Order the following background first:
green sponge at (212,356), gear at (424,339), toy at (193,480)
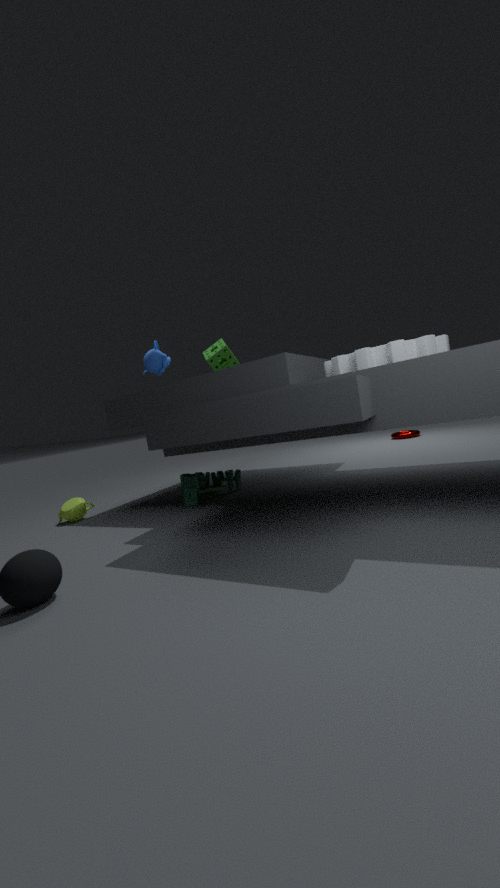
green sponge at (212,356)
toy at (193,480)
gear at (424,339)
